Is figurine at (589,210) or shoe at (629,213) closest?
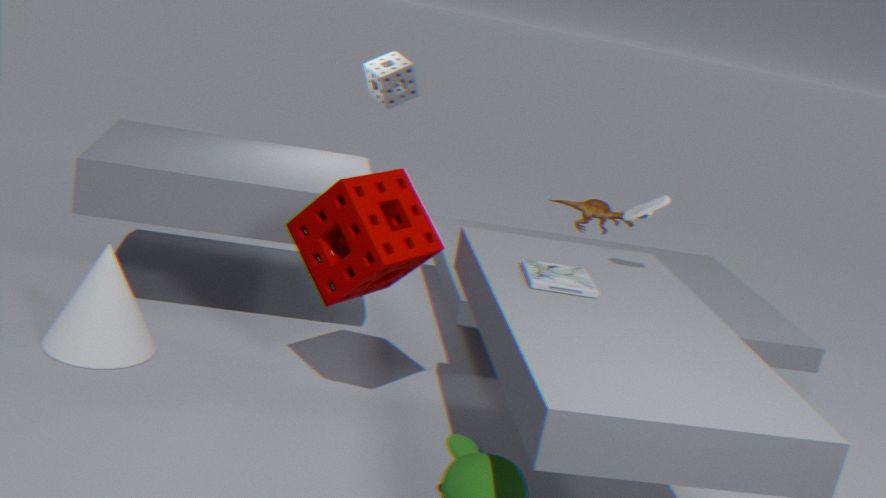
shoe at (629,213)
